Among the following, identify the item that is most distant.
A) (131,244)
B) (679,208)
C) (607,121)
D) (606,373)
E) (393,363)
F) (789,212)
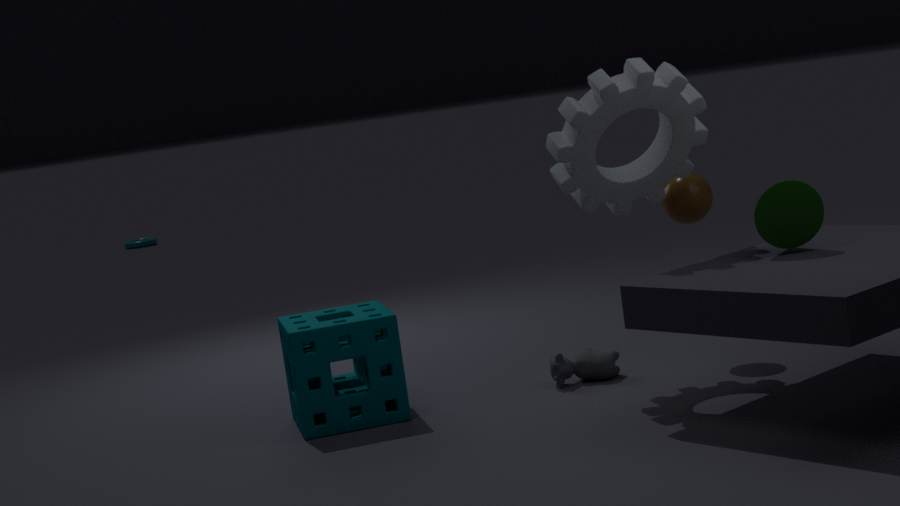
(131,244)
